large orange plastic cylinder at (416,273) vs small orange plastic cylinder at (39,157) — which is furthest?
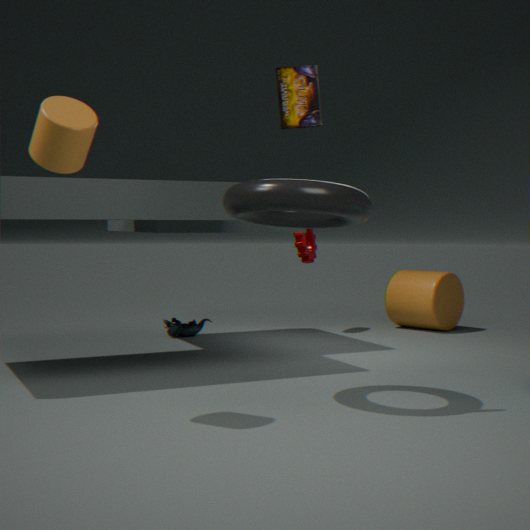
large orange plastic cylinder at (416,273)
